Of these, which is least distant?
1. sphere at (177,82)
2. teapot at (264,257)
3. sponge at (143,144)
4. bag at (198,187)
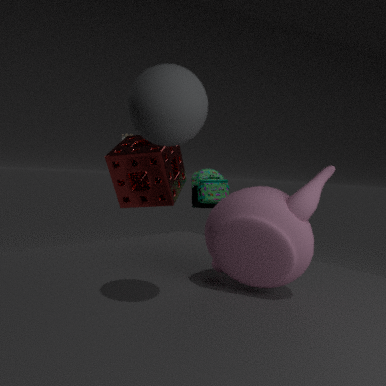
sphere at (177,82)
